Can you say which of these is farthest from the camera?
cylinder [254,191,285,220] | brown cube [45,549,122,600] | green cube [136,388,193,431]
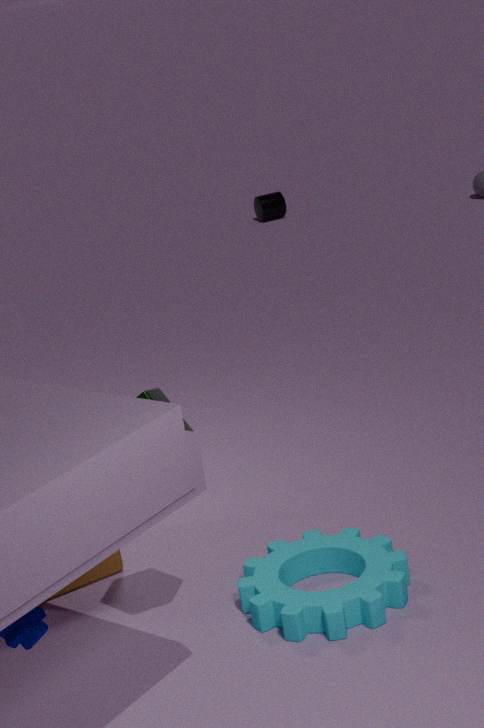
cylinder [254,191,285,220]
